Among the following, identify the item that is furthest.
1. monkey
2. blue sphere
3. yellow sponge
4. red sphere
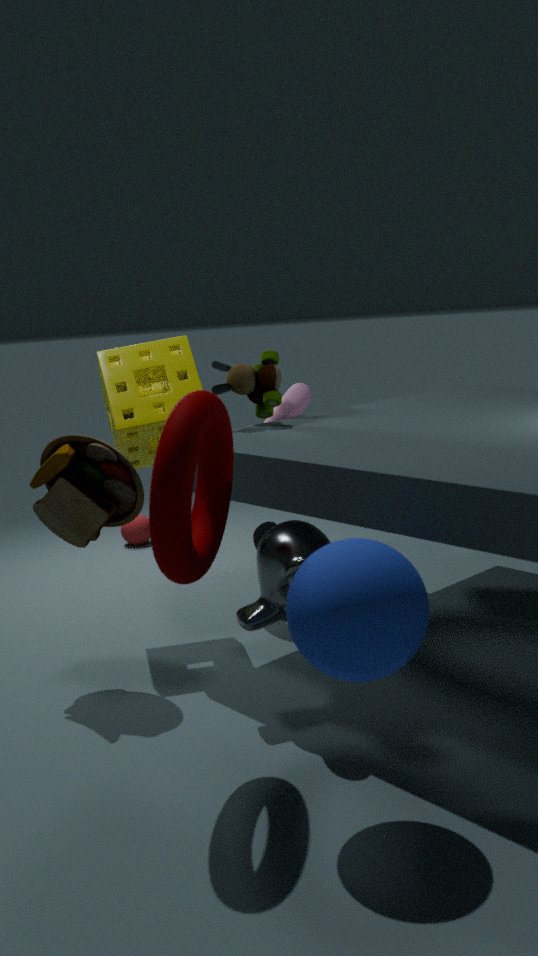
red sphere
